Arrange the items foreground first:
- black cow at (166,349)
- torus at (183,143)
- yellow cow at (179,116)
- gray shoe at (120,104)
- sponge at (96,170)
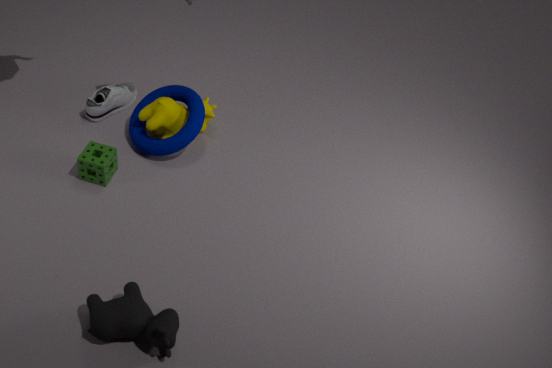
black cow at (166,349)
sponge at (96,170)
yellow cow at (179,116)
torus at (183,143)
gray shoe at (120,104)
